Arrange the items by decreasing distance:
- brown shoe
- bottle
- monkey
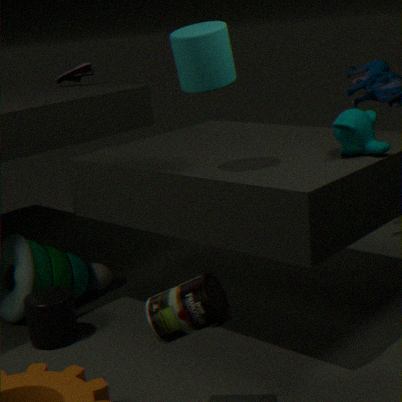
brown shoe, monkey, bottle
